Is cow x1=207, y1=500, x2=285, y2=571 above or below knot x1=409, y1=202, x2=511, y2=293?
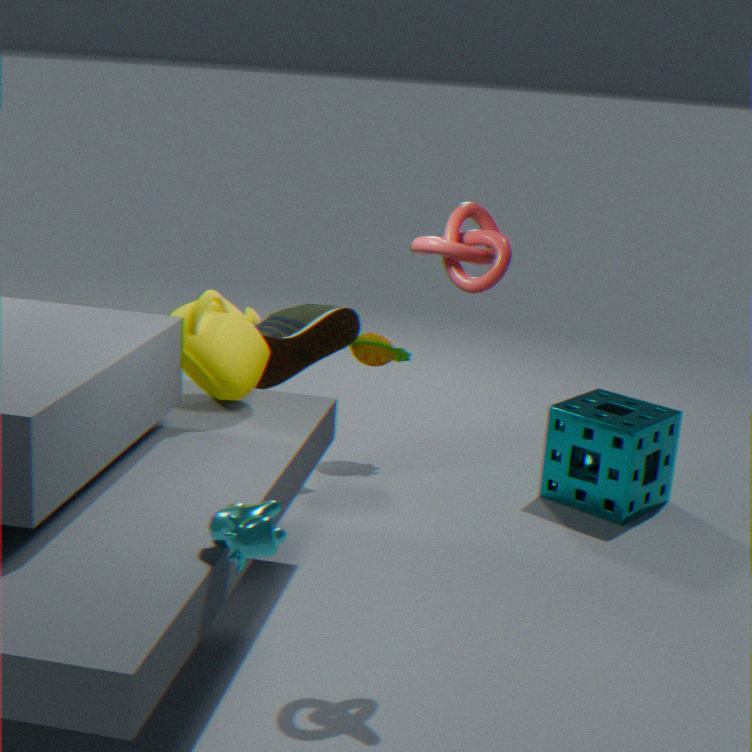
below
